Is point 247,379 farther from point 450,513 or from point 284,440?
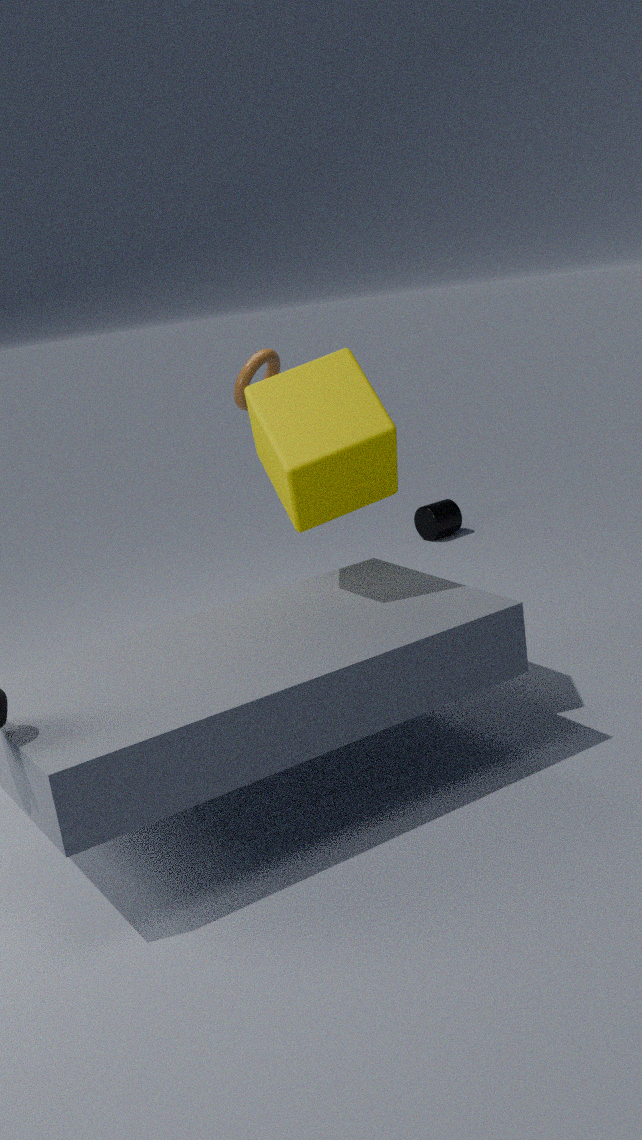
point 450,513
